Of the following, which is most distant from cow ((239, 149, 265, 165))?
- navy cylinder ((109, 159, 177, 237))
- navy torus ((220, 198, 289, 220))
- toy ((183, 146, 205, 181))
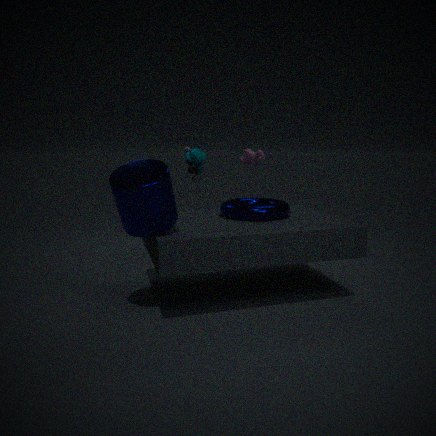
navy cylinder ((109, 159, 177, 237))
